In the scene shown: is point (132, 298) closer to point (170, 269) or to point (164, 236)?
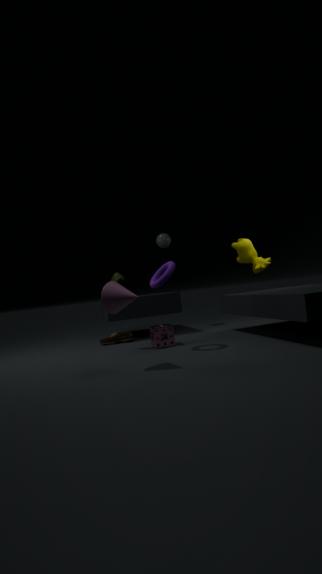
point (170, 269)
